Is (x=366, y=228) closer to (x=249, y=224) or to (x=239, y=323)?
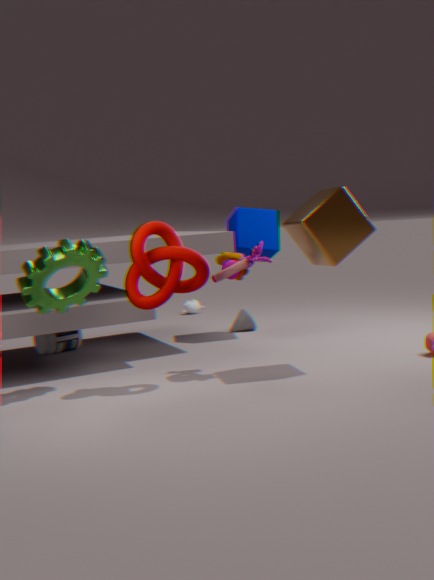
(x=249, y=224)
